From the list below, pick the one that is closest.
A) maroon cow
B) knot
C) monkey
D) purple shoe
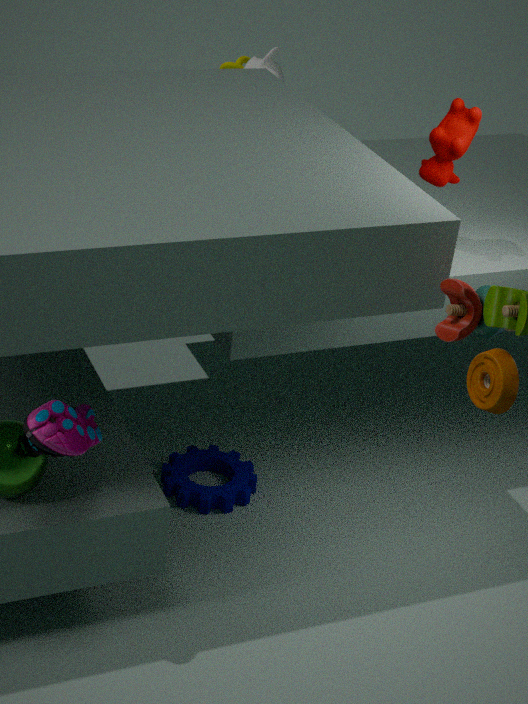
purple shoe
